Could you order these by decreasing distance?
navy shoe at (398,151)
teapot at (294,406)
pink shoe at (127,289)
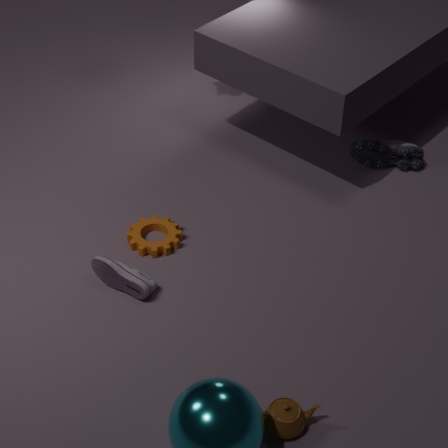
1. navy shoe at (398,151)
2. pink shoe at (127,289)
3. teapot at (294,406)
